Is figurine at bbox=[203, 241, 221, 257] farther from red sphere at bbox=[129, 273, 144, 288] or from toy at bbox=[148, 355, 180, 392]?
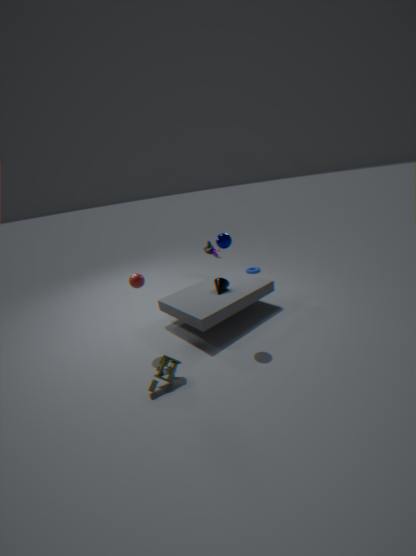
toy at bbox=[148, 355, 180, 392]
